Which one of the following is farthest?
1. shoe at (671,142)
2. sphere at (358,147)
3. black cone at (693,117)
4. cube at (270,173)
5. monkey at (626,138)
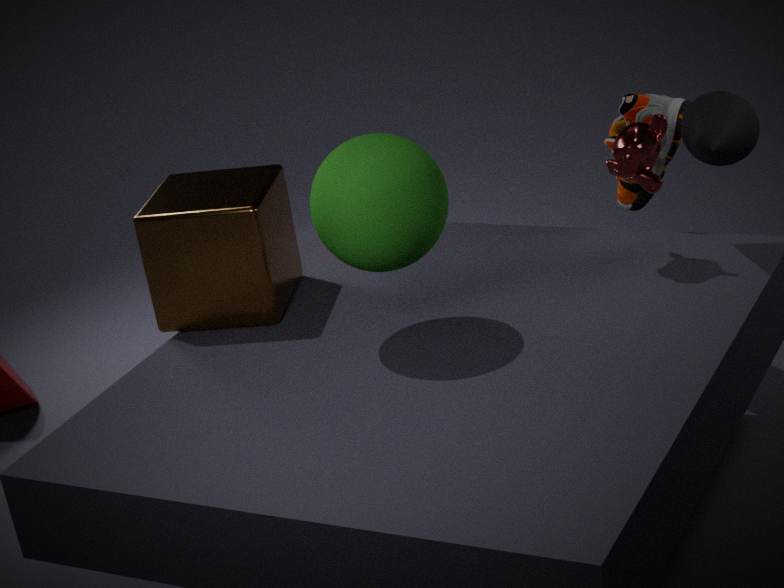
shoe at (671,142)
